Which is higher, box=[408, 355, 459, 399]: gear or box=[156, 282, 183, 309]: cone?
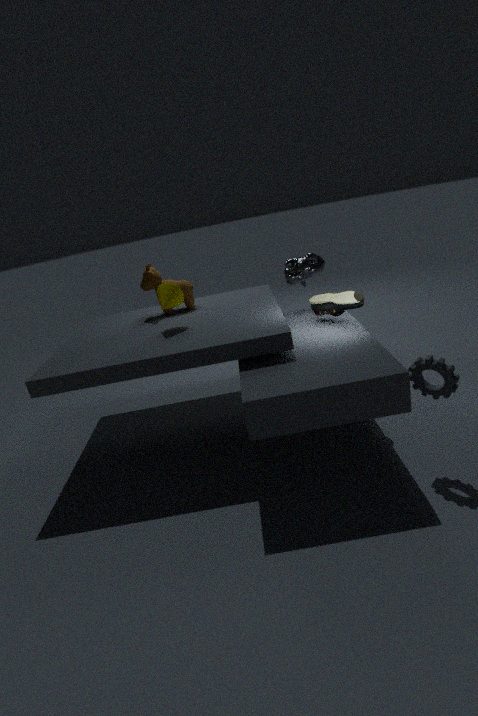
box=[156, 282, 183, 309]: cone
